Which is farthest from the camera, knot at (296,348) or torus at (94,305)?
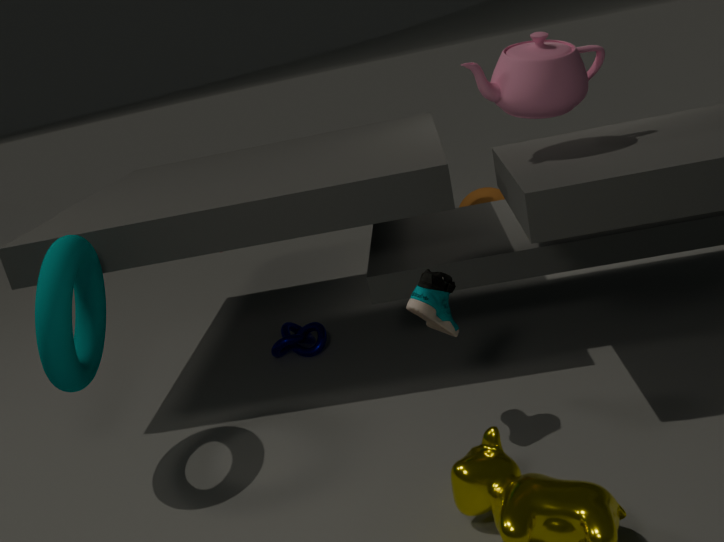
knot at (296,348)
